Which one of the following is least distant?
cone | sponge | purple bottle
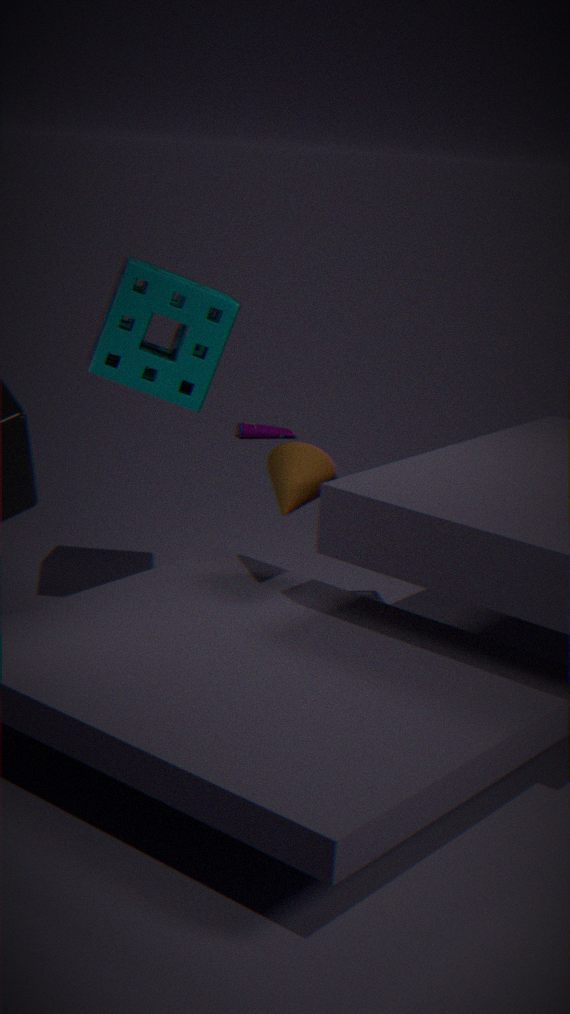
cone
